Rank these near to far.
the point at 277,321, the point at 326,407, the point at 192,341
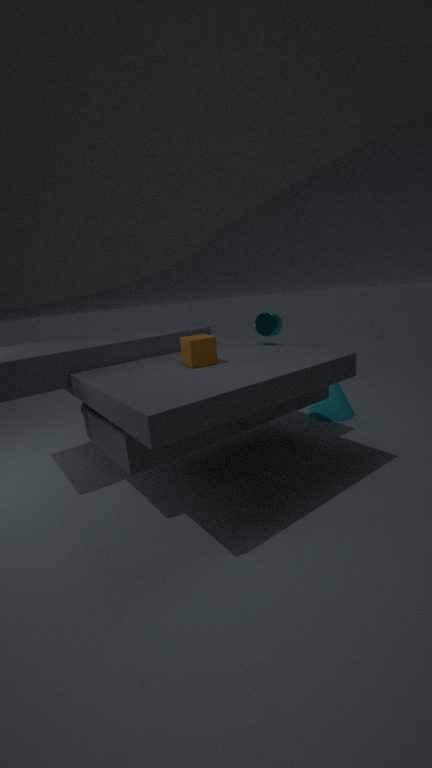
the point at 192,341 < the point at 277,321 < the point at 326,407
